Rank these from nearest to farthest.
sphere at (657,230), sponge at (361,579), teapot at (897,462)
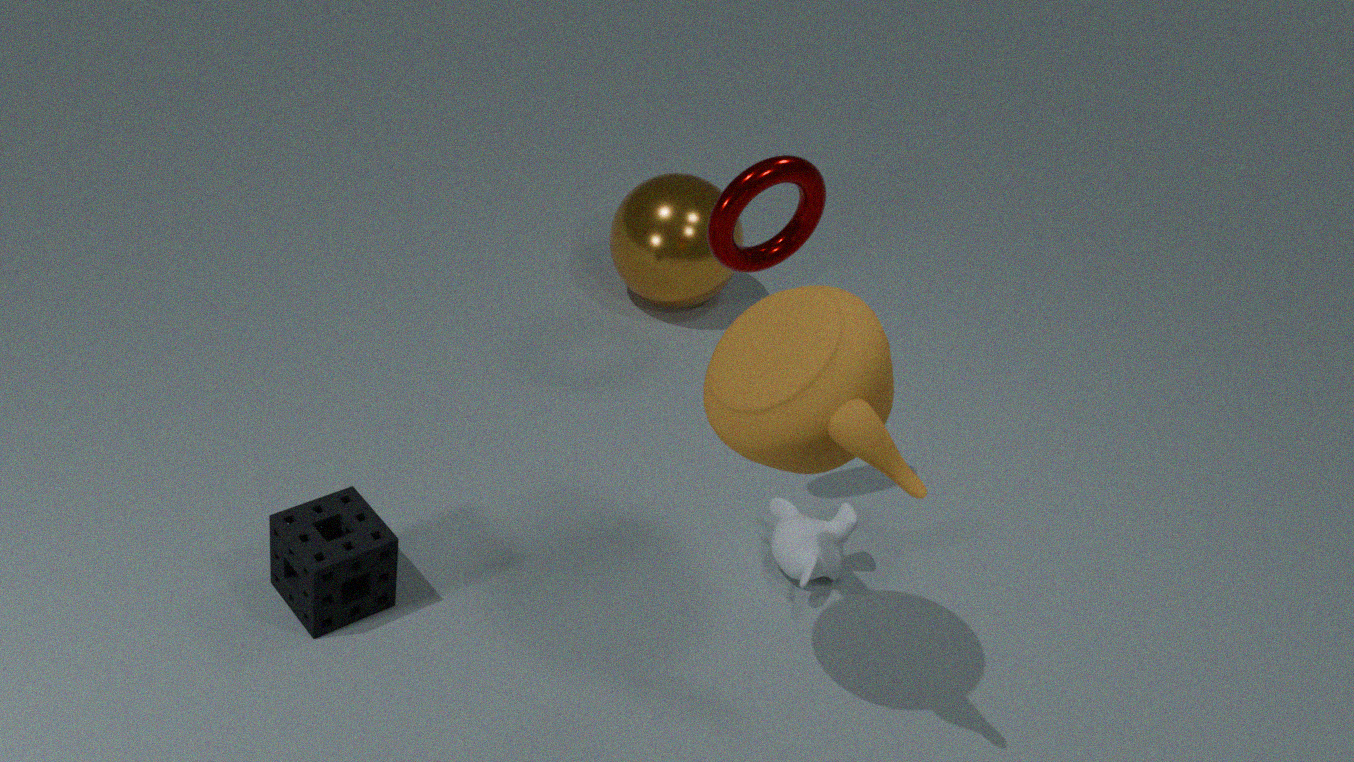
teapot at (897,462) → sponge at (361,579) → sphere at (657,230)
